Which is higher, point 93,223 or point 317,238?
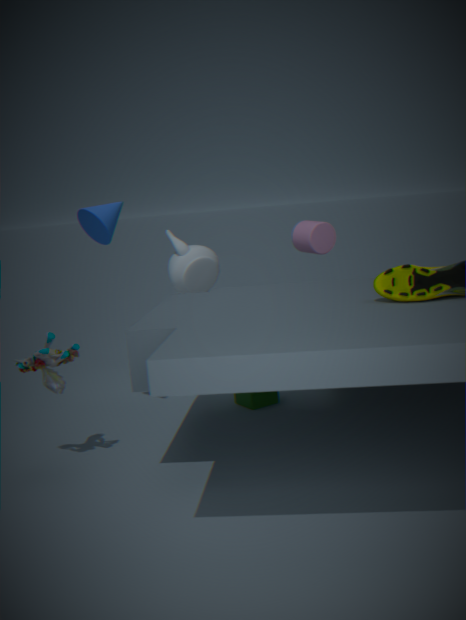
point 93,223
